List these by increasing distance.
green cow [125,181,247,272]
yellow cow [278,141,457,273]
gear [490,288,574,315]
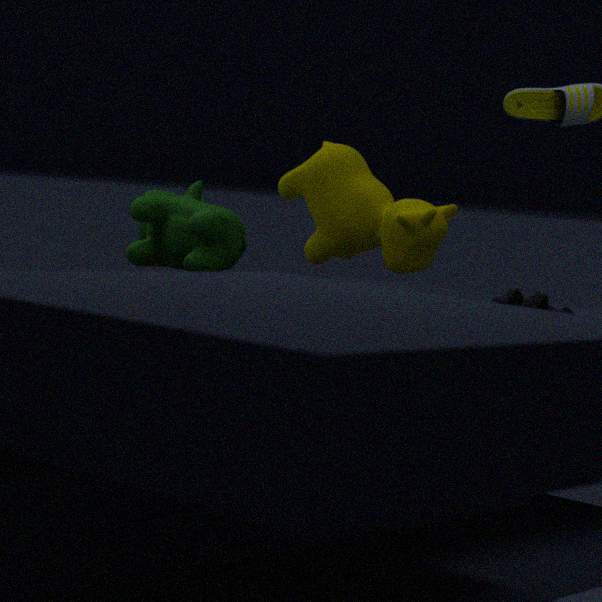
gear [490,288,574,315], yellow cow [278,141,457,273], green cow [125,181,247,272]
